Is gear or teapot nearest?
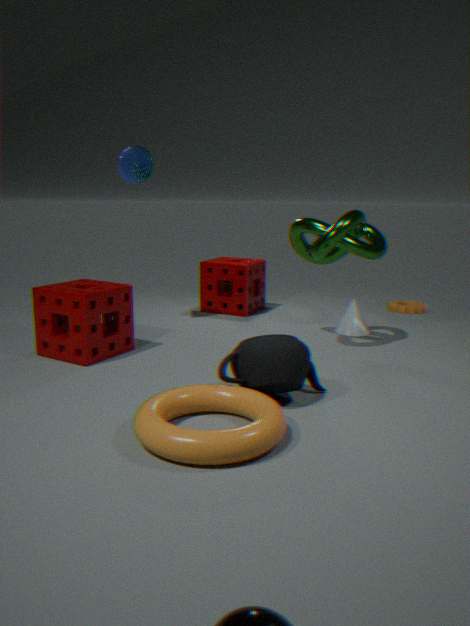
teapot
